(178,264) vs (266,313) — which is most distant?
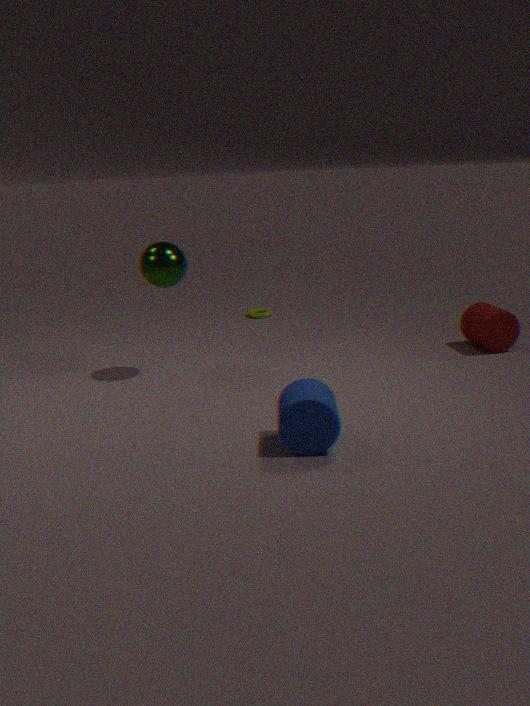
(266,313)
